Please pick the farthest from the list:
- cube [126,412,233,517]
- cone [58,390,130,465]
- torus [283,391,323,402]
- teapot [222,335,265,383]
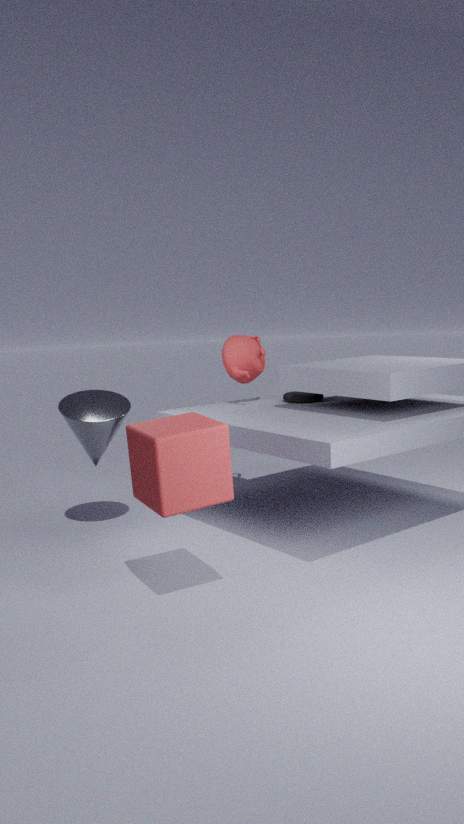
teapot [222,335,265,383]
